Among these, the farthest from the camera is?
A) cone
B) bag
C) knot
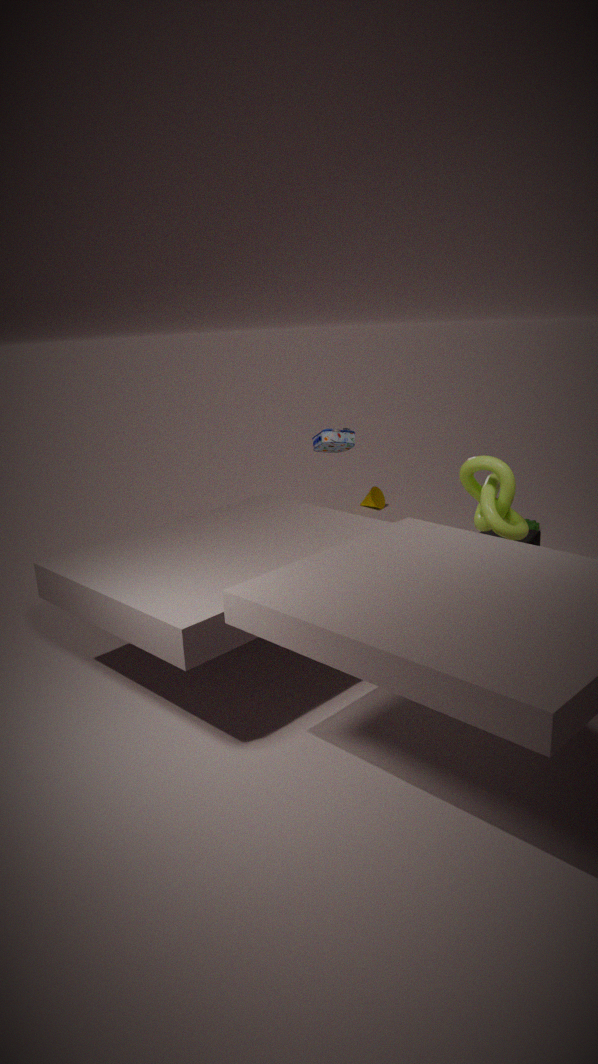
cone
